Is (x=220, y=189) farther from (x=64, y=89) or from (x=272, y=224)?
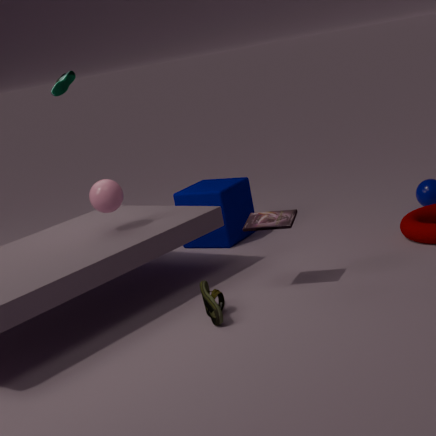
(x=64, y=89)
